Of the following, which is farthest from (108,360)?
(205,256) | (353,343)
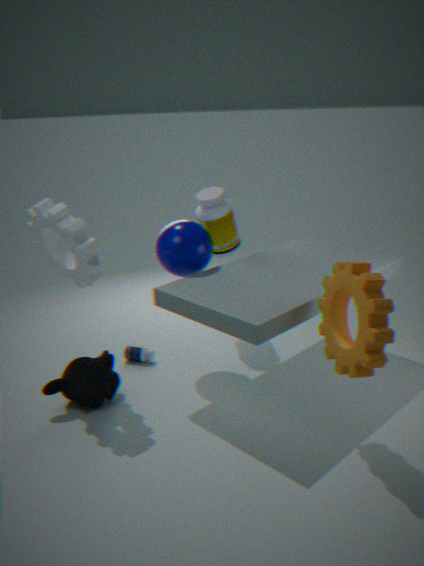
(353,343)
